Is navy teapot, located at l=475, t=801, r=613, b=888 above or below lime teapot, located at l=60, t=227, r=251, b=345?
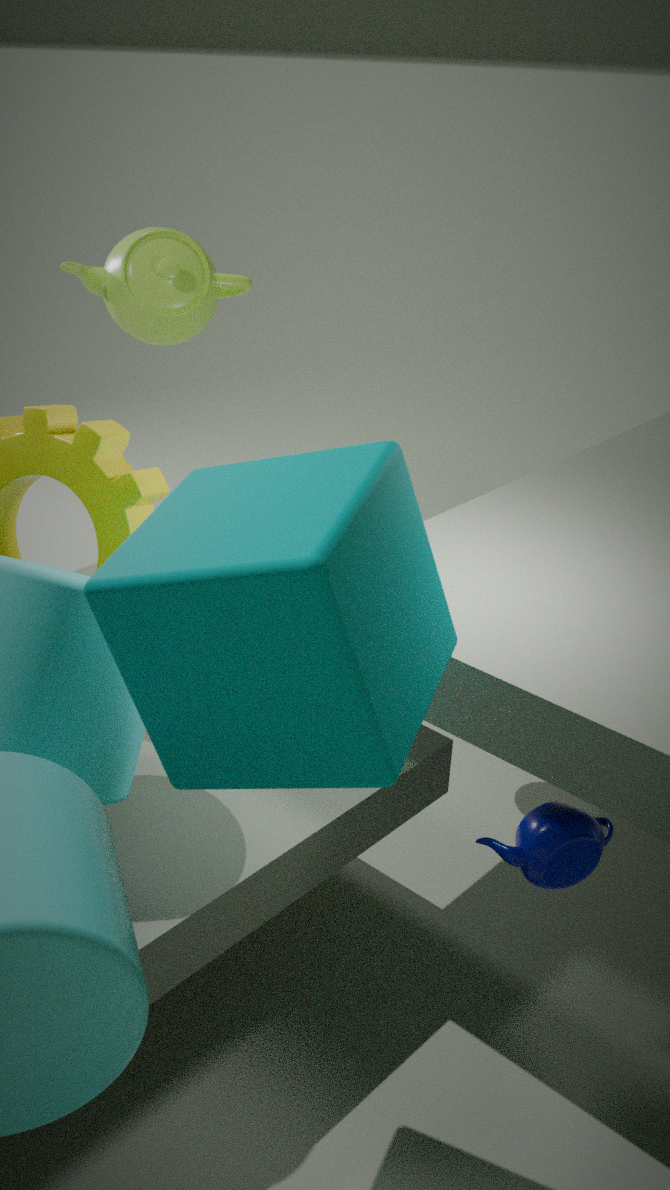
below
